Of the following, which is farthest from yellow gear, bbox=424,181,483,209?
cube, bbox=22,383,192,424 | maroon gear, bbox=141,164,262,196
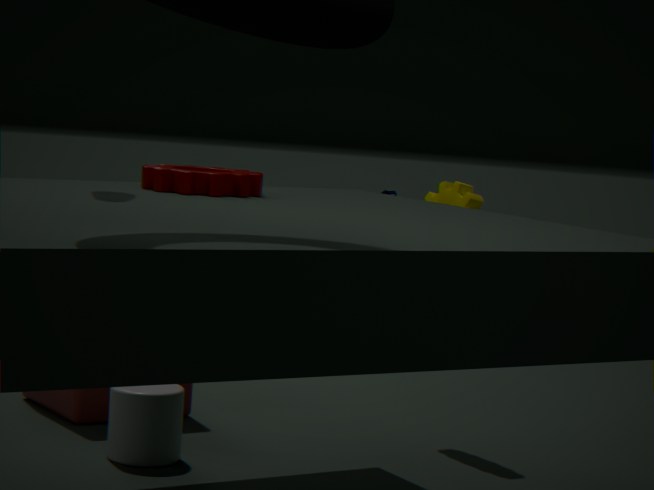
maroon gear, bbox=141,164,262,196
